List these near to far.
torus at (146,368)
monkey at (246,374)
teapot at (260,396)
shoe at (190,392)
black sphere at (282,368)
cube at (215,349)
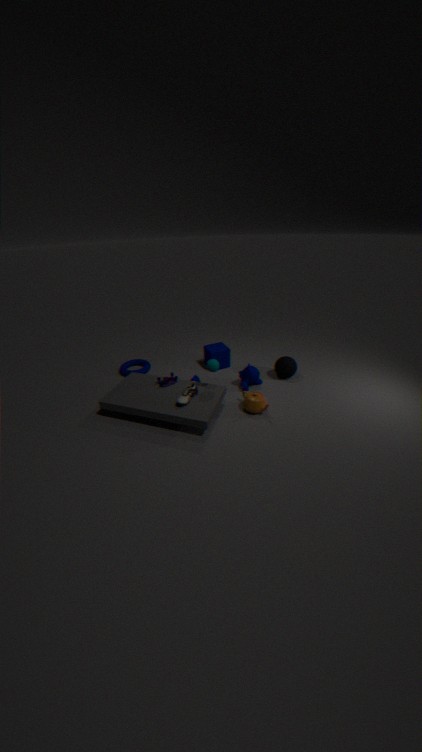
shoe at (190,392), teapot at (260,396), monkey at (246,374), black sphere at (282,368), cube at (215,349), torus at (146,368)
